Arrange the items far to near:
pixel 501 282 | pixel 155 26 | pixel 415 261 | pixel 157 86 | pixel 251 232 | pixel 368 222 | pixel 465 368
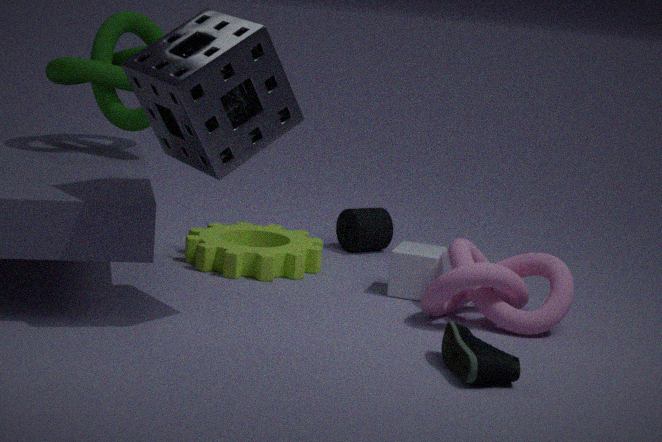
pixel 368 222 → pixel 251 232 → pixel 155 26 → pixel 415 261 → pixel 501 282 → pixel 157 86 → pixel 465 368
